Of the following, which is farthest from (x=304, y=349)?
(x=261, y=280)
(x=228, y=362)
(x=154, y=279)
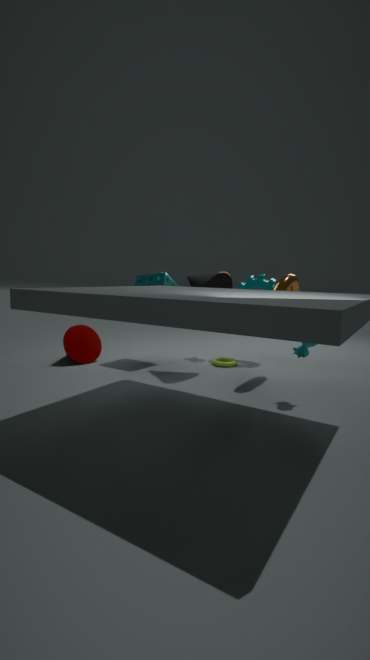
(x=154, y=279)
